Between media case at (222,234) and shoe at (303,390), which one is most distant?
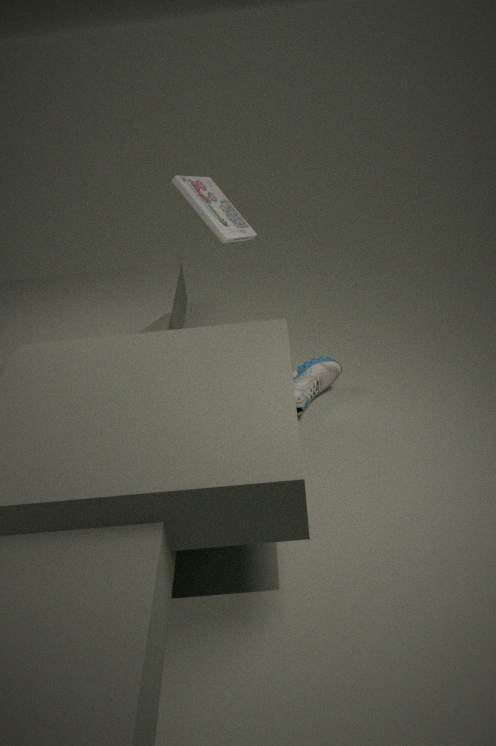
shoe at (303,390)
